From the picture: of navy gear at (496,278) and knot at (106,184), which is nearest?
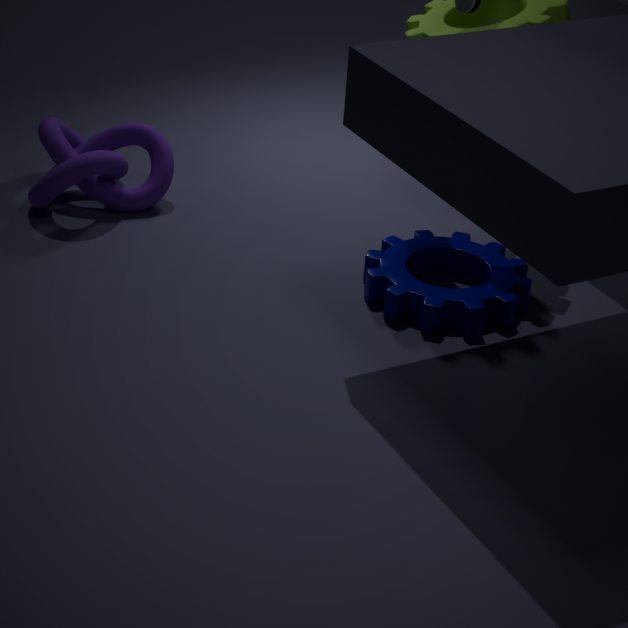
navy gear at (496,278)
